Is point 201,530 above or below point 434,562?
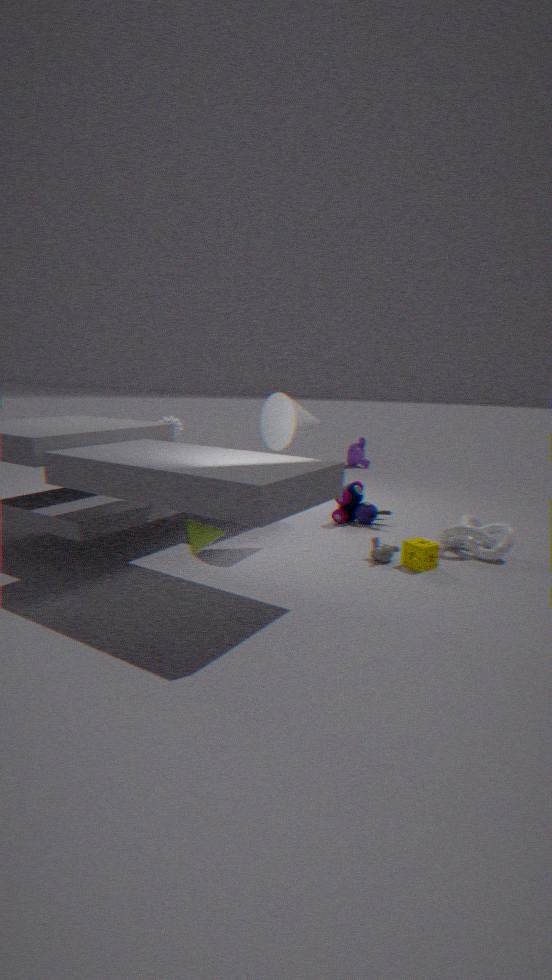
above
